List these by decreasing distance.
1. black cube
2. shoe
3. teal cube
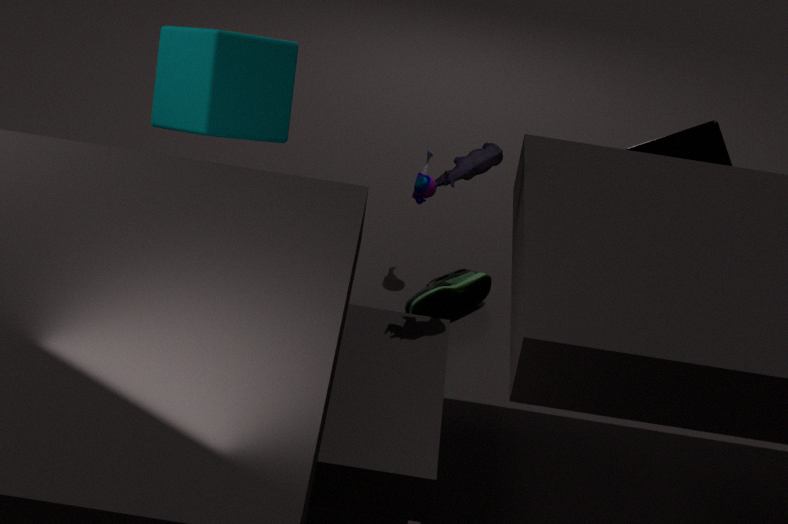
shoe, black cube, teal cube
